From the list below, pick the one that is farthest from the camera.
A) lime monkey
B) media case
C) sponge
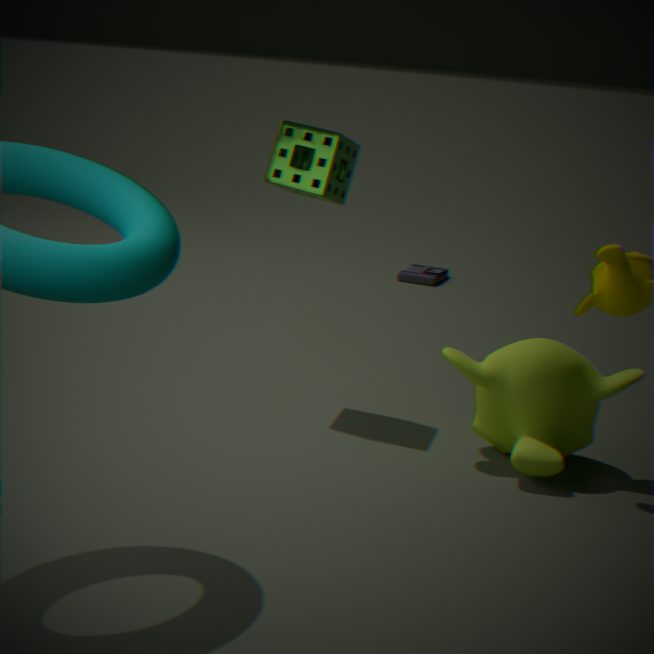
media case
